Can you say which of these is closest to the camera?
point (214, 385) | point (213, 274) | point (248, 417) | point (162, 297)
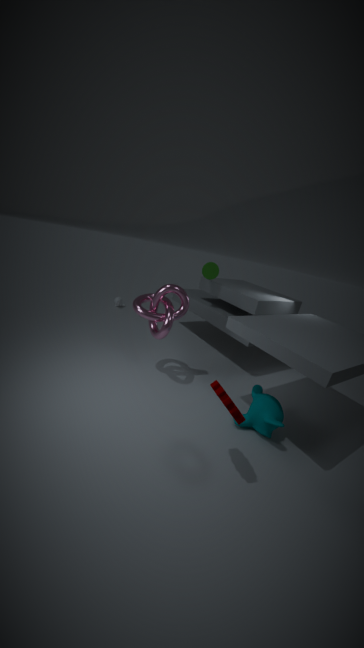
point (214, 385)
